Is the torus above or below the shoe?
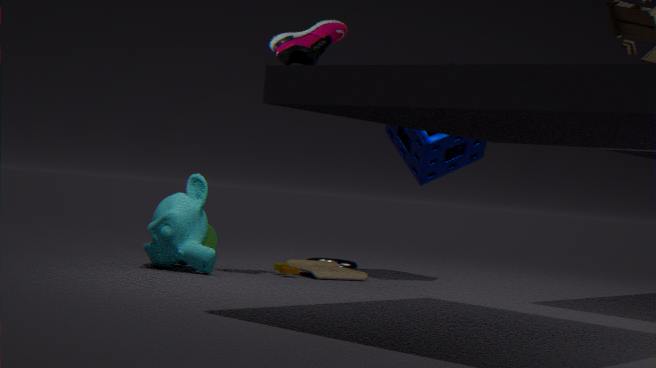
below
